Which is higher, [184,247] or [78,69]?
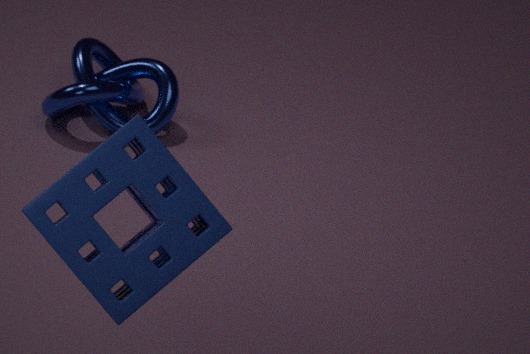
[184,247]
